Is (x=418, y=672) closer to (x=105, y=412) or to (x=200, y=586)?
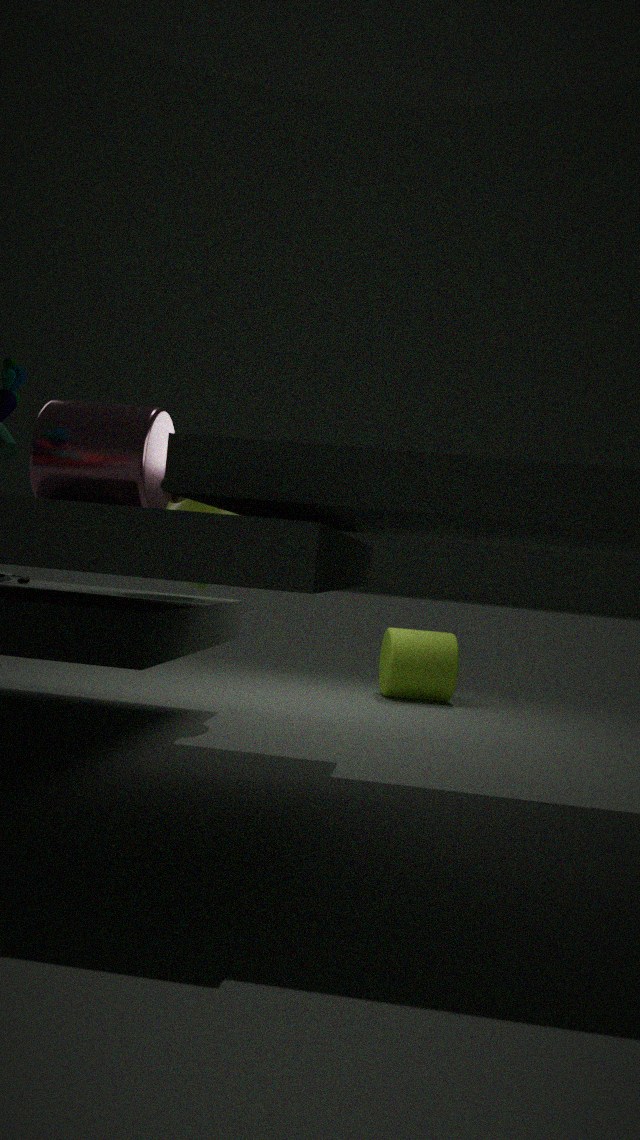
(x=200, y=586)
